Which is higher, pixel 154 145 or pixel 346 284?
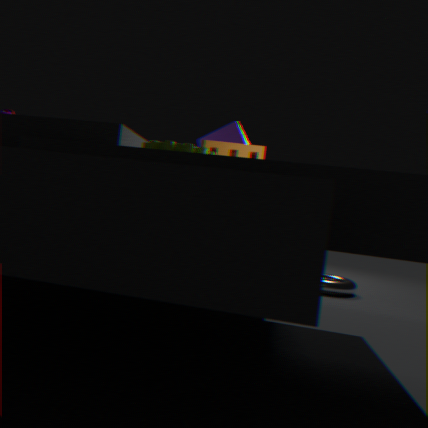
pixel 154 145
